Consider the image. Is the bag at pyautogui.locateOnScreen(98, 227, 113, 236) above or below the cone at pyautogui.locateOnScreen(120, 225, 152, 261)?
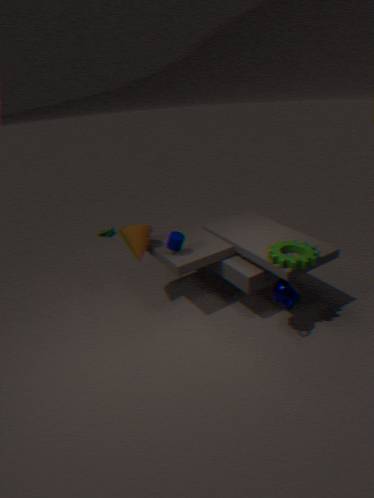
below
